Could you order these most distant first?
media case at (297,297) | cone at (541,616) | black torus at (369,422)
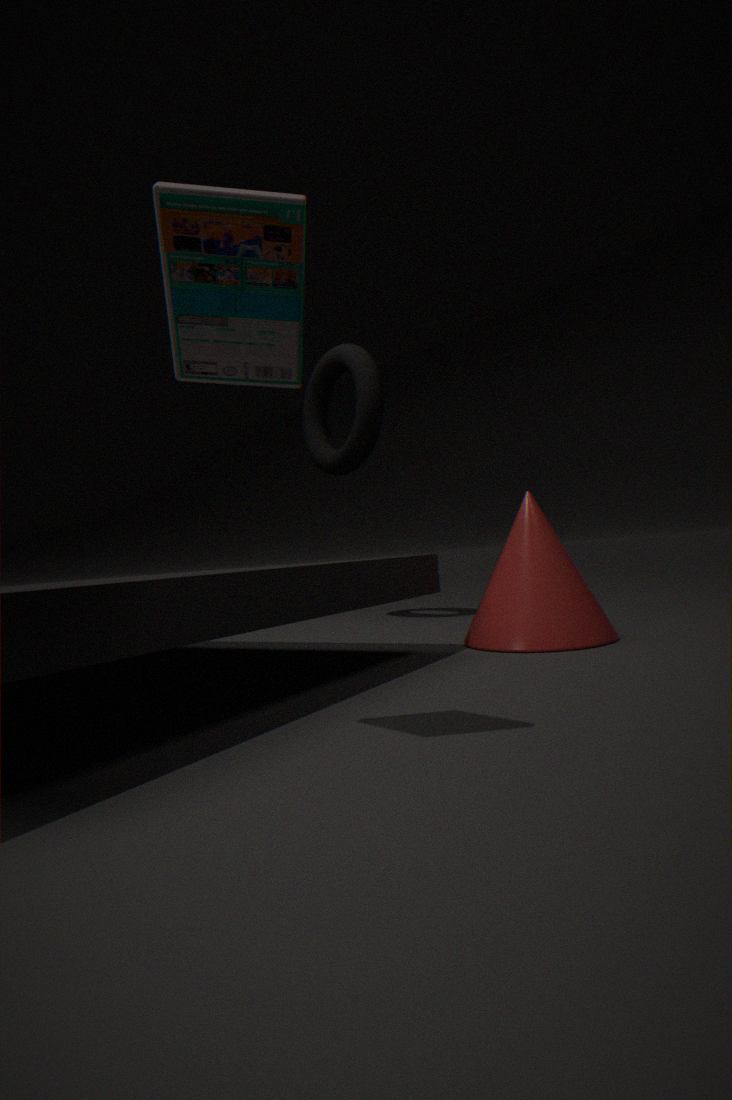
black torus at (369,422) → cone at (541,616) → media case at (297,297)
